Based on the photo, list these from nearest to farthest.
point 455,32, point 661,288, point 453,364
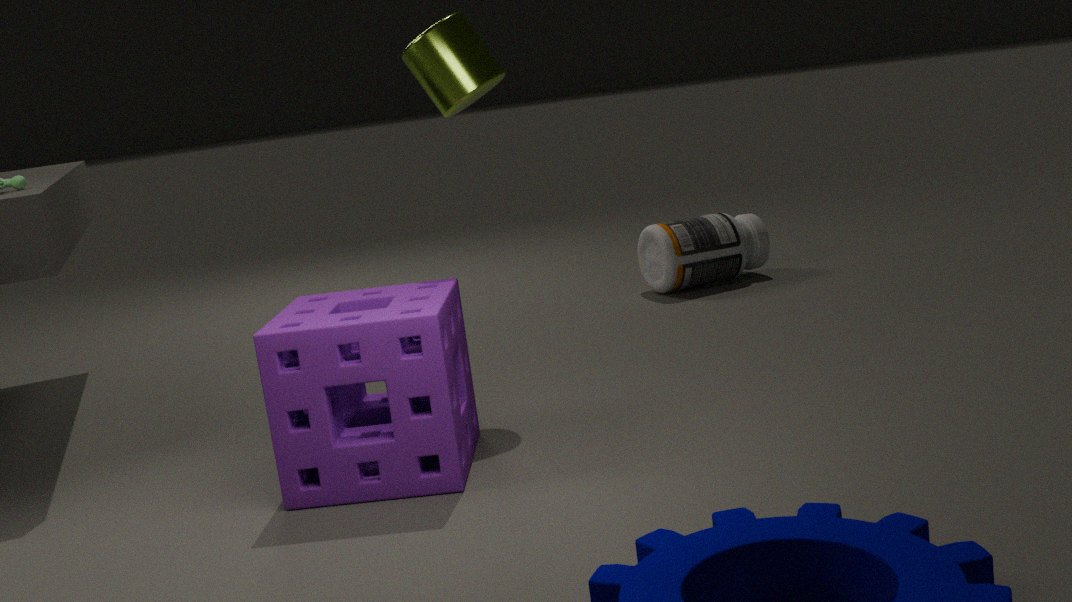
point 453,364
point 455,32
point 661,288
